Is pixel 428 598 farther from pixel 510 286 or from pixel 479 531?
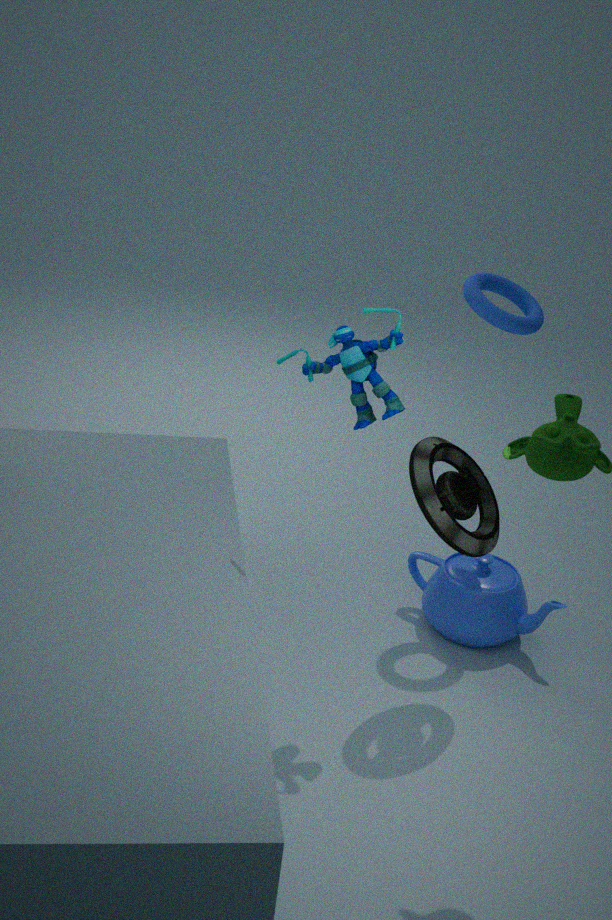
pixel 510 286
